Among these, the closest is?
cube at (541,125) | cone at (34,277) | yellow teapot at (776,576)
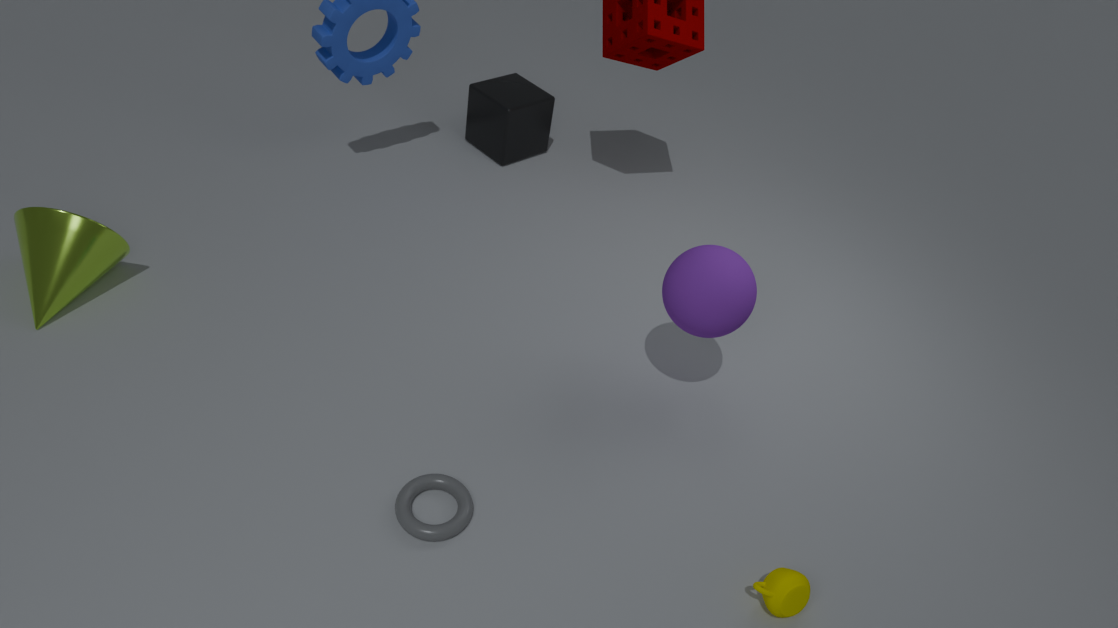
yellow teapot at (776,576)
